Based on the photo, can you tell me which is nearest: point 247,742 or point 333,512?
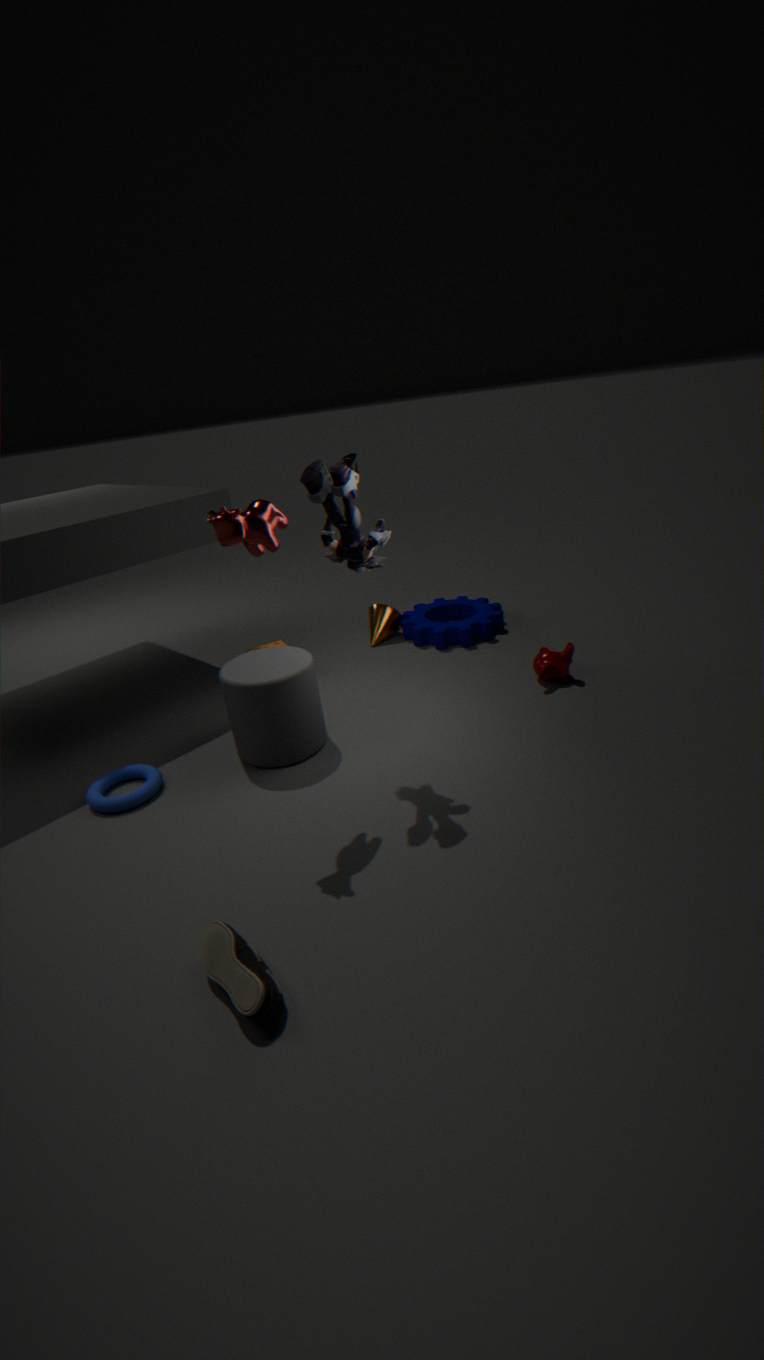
point 333,512
